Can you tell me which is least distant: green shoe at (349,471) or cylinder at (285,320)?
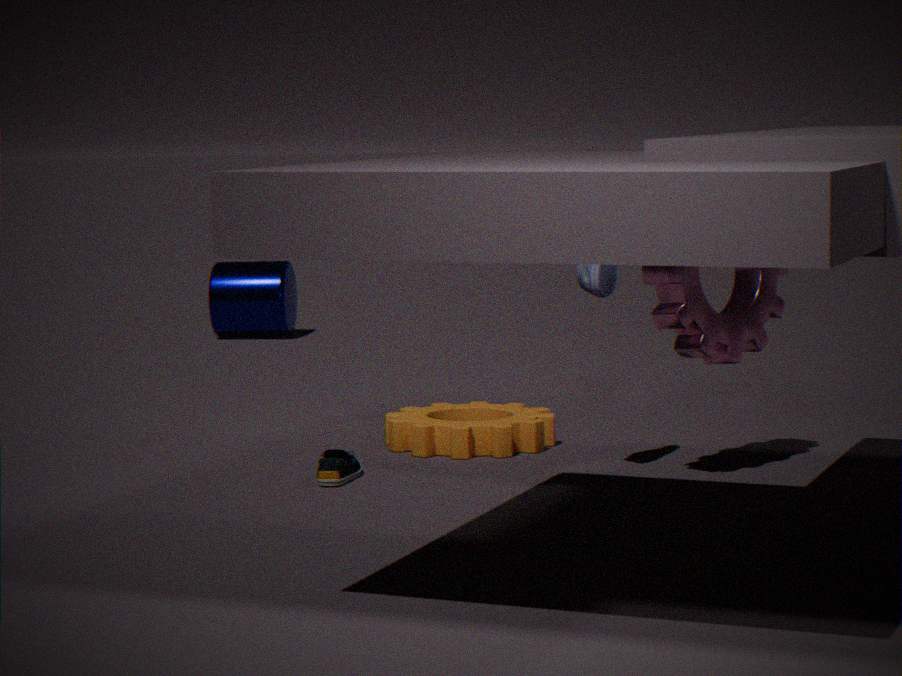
green shoe at (349,471)
